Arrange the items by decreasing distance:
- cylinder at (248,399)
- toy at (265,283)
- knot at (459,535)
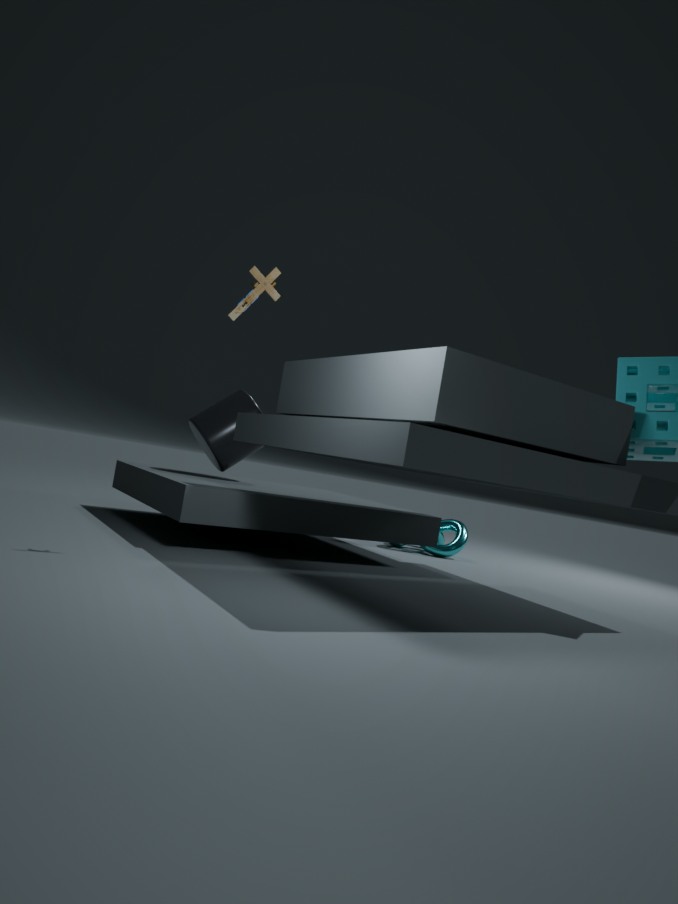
knot at (459,535)
cylinder at (248,399)
toy at (265,283)
